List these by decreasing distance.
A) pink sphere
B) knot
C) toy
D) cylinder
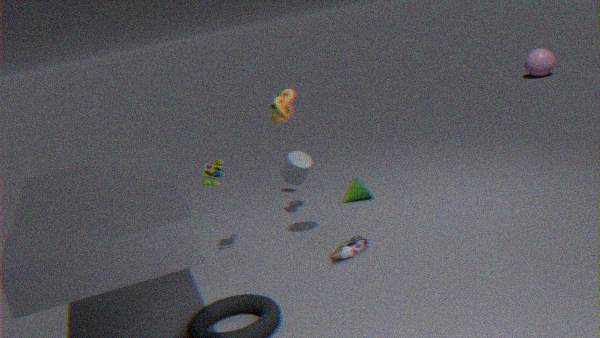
A. pink sphere, B. knot, D. cylinder, C. toy
